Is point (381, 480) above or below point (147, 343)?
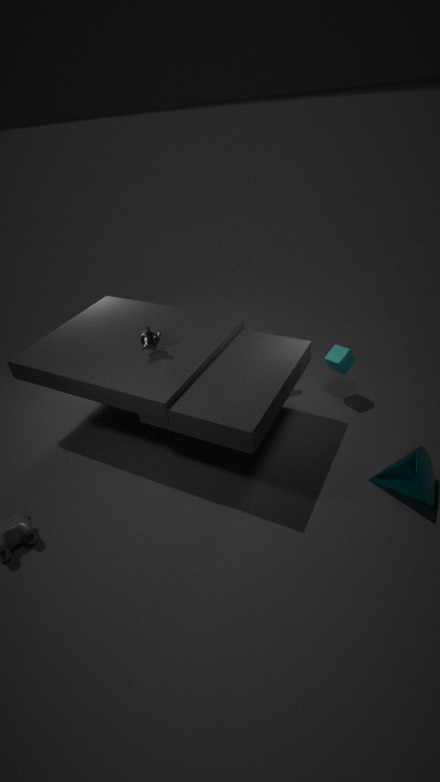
below
